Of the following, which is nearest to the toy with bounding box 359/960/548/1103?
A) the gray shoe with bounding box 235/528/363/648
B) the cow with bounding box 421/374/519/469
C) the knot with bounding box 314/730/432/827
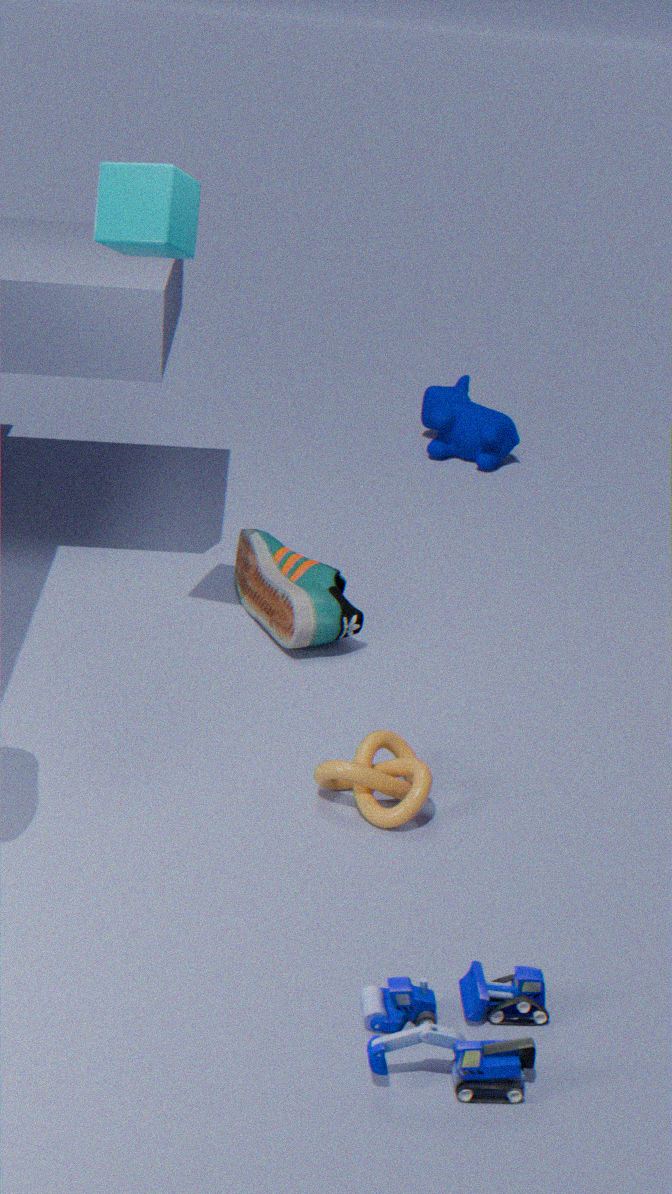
the knot with bounding box 314/730/432/827
